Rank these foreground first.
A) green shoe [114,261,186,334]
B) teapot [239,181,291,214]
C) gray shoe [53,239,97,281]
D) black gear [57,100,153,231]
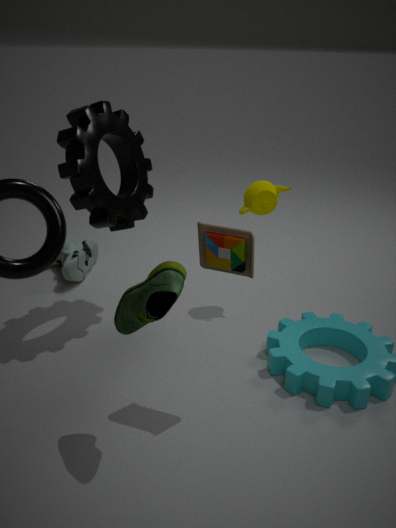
green shoe [114,261,186,334] < black gear [57,100,153,231] < teapot [239,181,291,214] < gray shoe [53,239,97,281]
